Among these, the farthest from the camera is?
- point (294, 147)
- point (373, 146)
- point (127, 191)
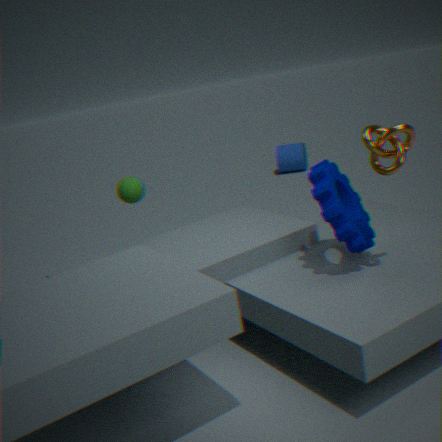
point (294, 147)
